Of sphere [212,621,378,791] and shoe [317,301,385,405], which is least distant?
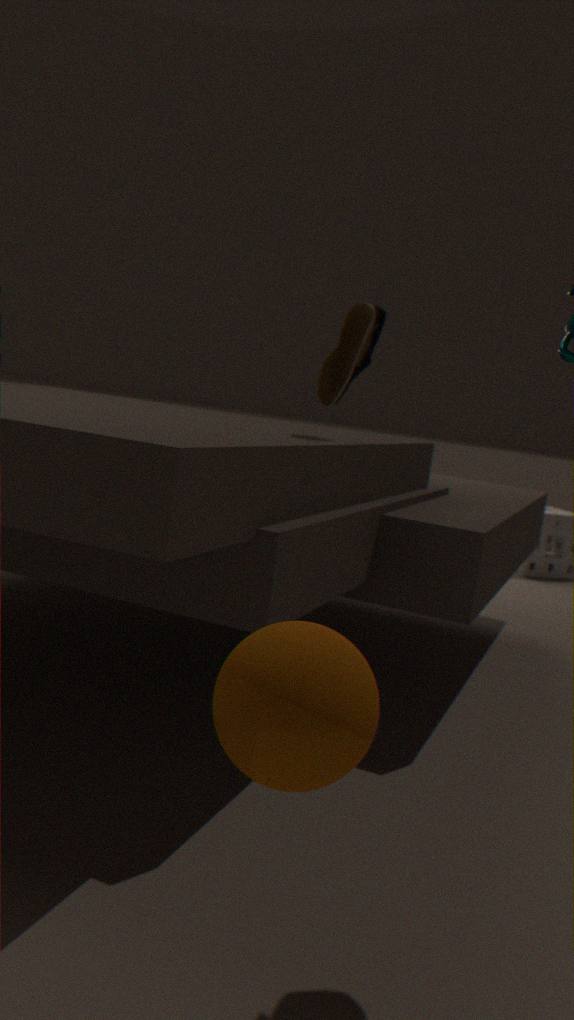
sphere [212,621,378,791]
